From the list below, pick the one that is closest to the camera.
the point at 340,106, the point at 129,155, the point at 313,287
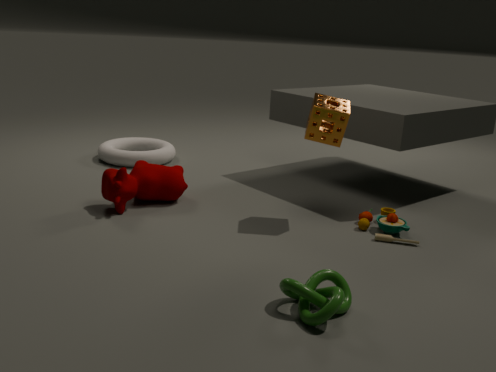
the point at 313,287
